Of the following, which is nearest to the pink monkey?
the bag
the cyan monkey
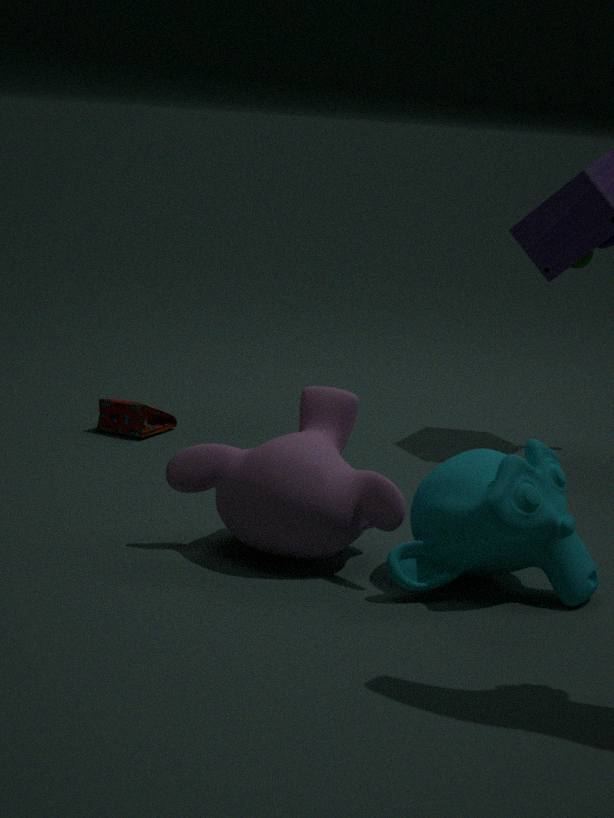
the cyan monkey
